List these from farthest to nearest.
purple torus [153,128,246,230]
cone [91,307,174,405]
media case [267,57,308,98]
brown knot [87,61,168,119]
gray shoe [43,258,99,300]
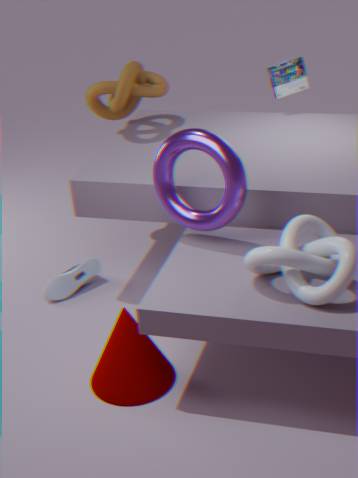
media case [267,57,308,98] < brown knot [87,61,168,119] < gray shoe [43,258,99,300] < purple torus [153,128,246,230] < cone [91,307,174,405]
